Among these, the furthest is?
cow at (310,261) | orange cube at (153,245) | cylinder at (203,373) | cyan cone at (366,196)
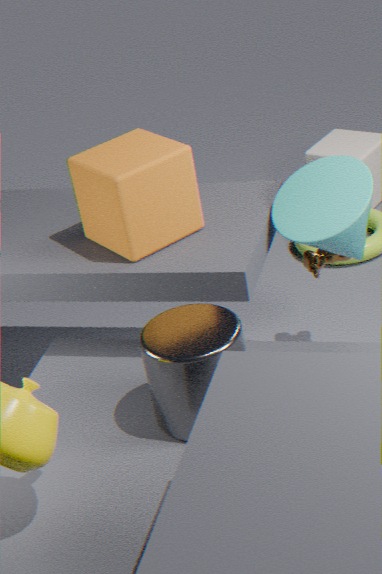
cow at (310,261)
